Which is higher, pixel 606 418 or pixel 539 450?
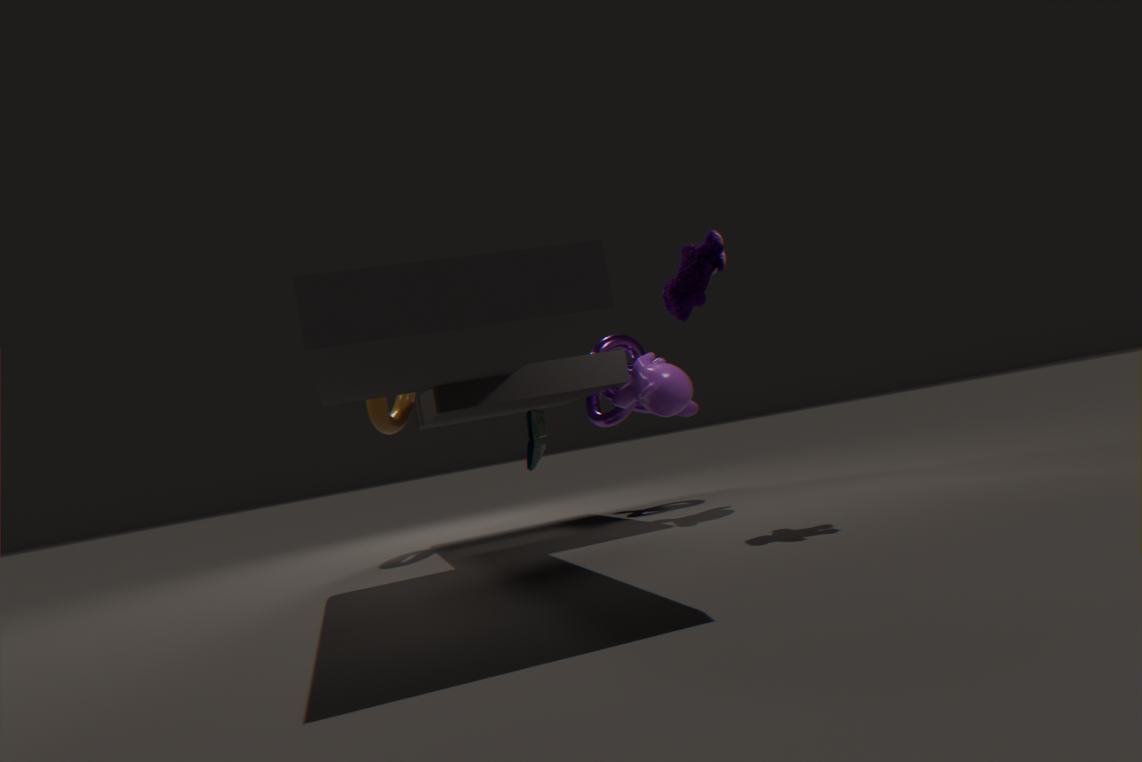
pixel 606 418
